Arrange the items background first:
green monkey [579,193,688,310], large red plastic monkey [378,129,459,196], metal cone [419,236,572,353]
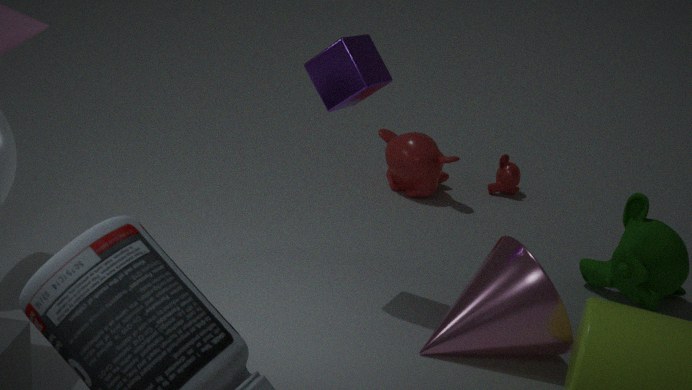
large red plastic monkey [378,129,459,196] → green monkey [579,193,688,310] → metal cone [419,236,572,353]
